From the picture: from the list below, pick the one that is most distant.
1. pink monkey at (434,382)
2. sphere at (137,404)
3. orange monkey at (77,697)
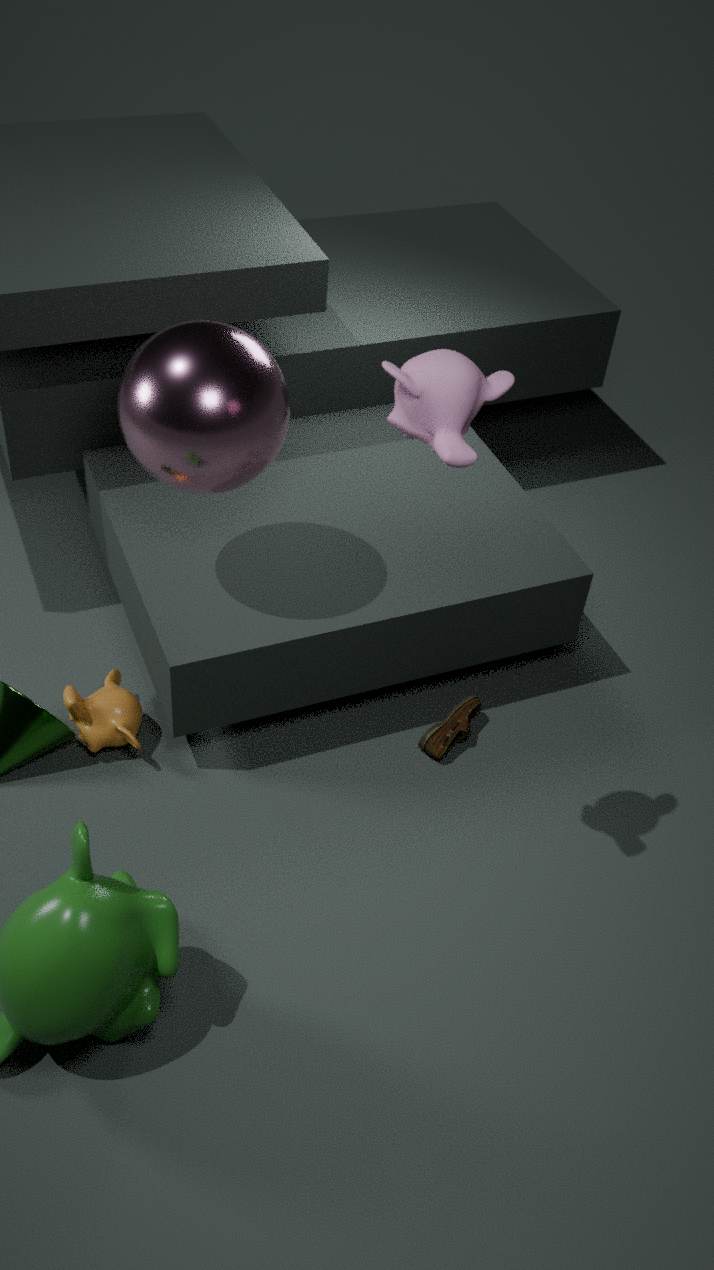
orange monkey at (77,697)
